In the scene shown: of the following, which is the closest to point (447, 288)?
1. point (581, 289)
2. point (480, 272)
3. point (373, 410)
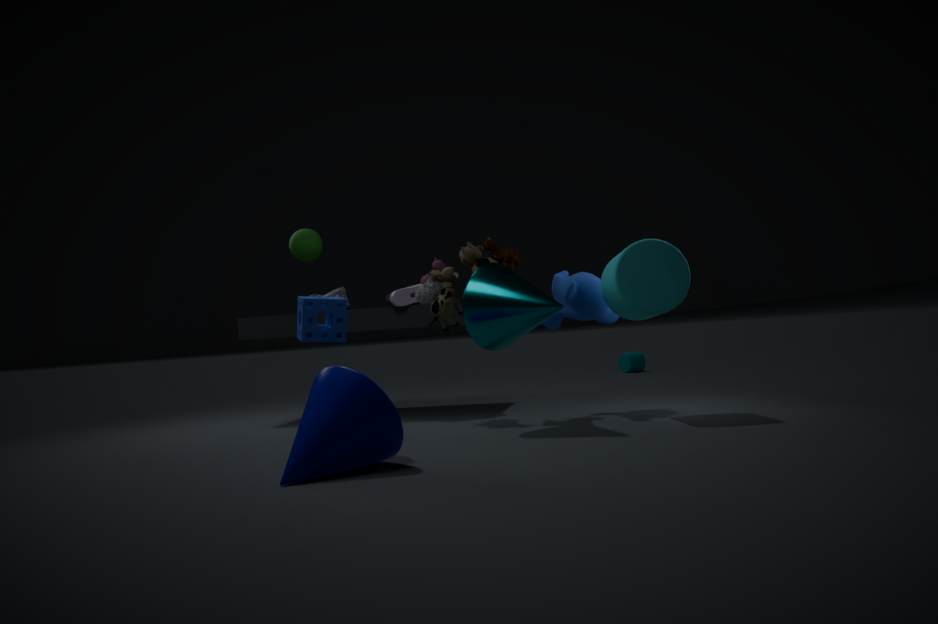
point (480, 272)
